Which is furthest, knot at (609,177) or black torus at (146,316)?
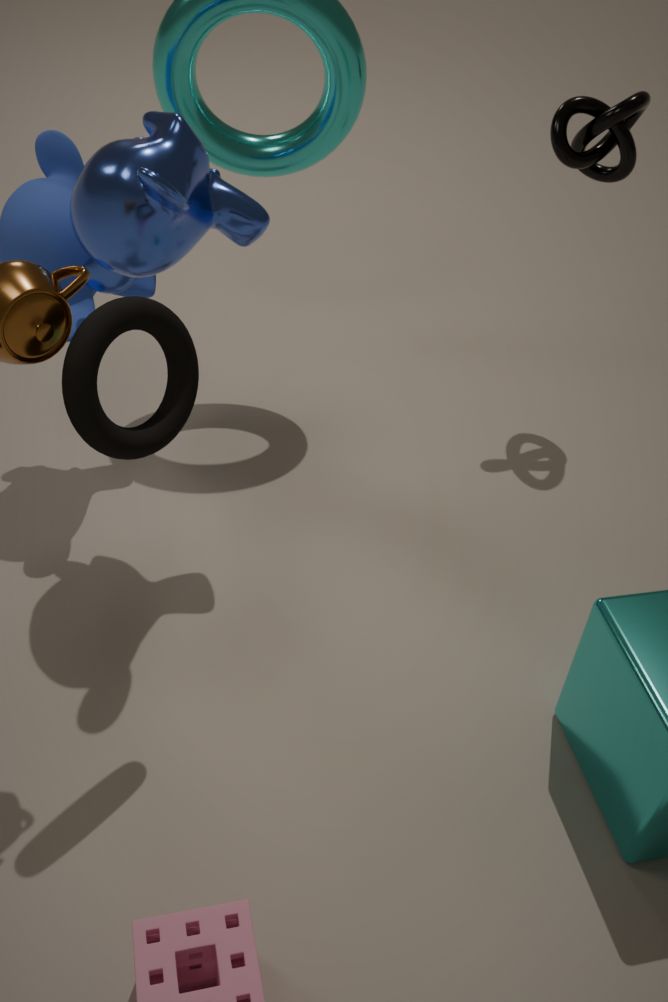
knot at (609,177)
